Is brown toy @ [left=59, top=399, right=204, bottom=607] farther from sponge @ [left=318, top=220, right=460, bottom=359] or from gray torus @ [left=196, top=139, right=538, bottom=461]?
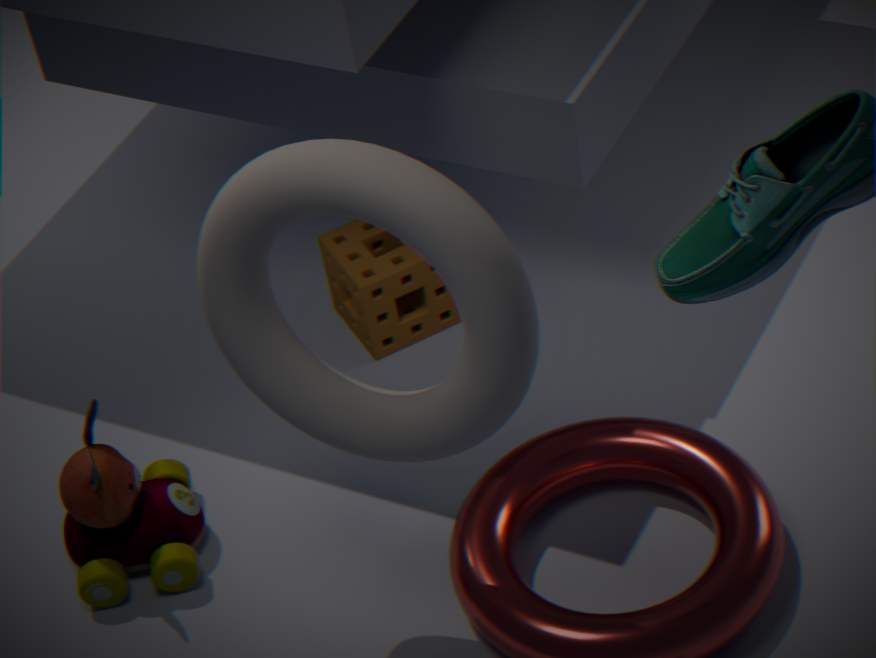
sponge @ [left=318, top=220, right=460, bottom=359]
